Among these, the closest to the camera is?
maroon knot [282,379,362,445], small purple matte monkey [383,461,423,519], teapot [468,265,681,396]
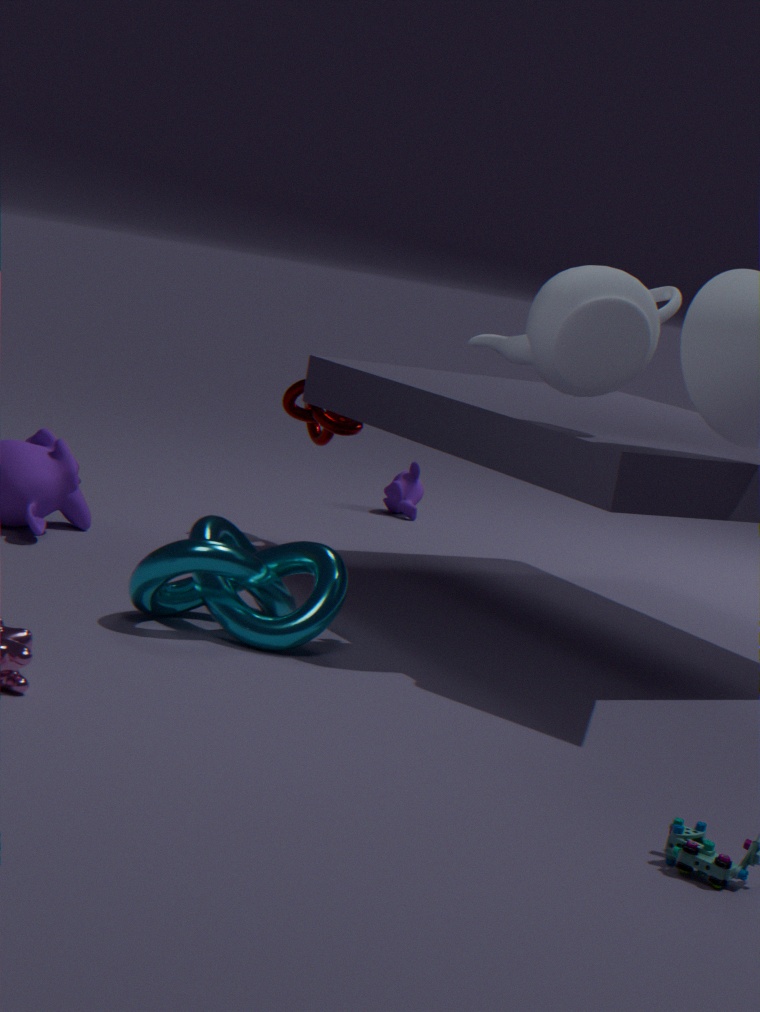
teapot [468,265,681,396]
